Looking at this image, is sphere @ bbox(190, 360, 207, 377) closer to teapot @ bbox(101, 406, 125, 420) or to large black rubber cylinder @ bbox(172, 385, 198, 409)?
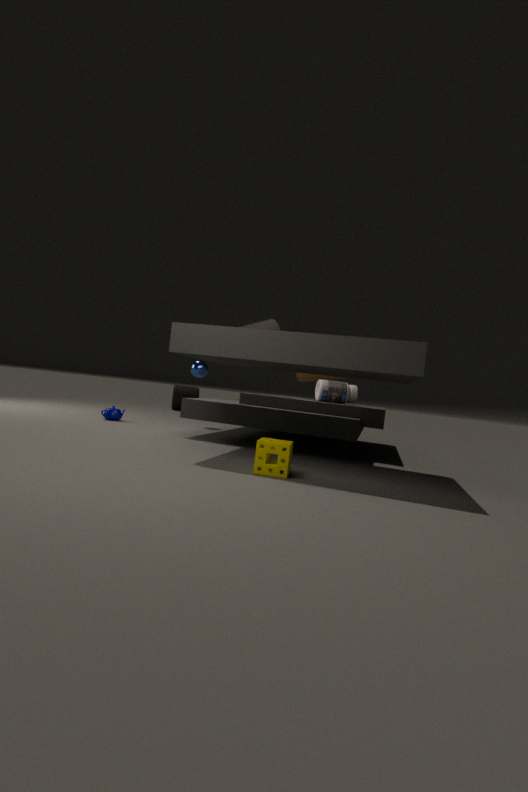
teapot @ bbox(101, 406, 125, 420)
